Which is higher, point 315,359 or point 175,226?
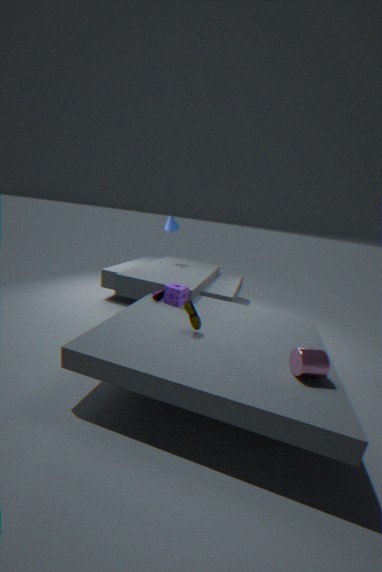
point 175,226
